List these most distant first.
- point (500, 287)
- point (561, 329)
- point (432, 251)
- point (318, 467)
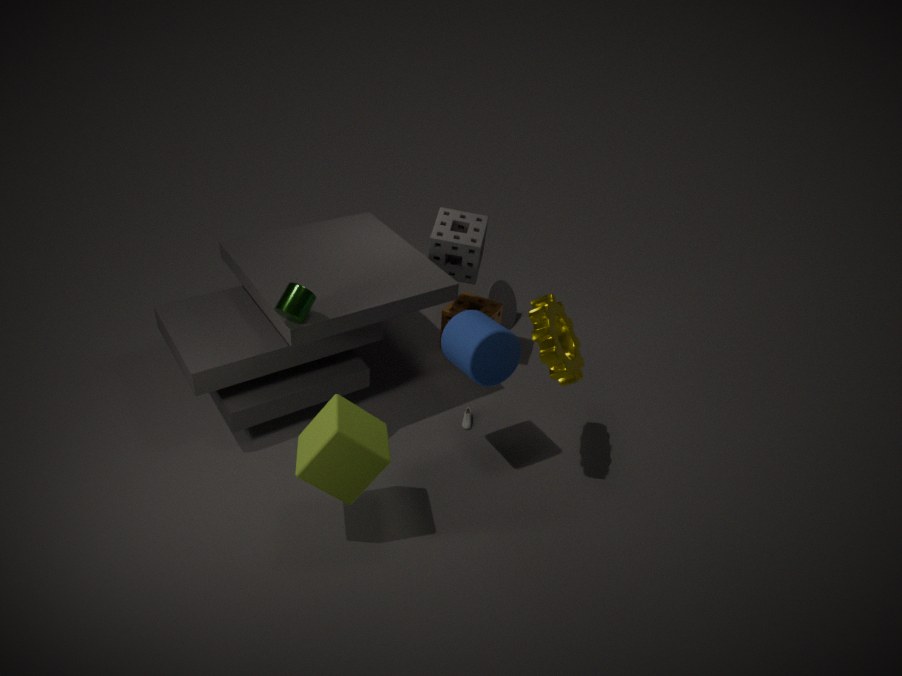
point (500, 287)
point (432, 251)
point (561, 329)
point (318, 467)
